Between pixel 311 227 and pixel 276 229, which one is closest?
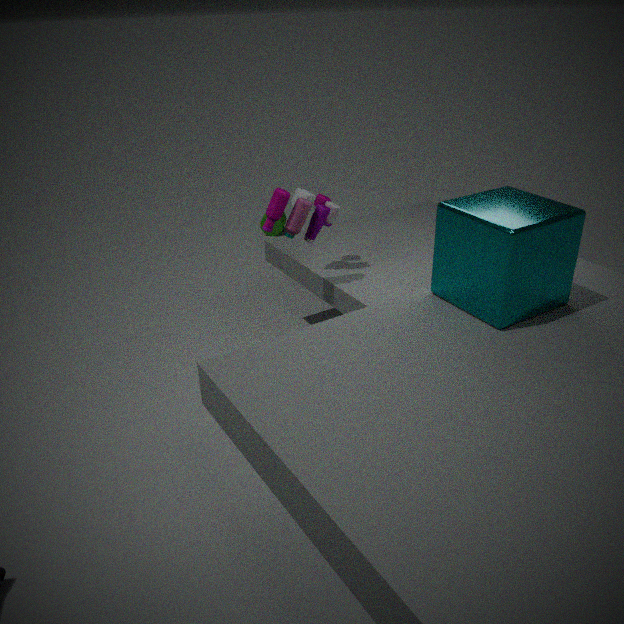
pixel 311 227
